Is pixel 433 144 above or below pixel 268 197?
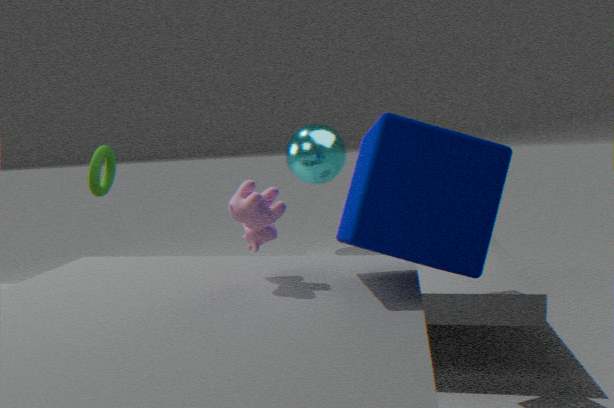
above
